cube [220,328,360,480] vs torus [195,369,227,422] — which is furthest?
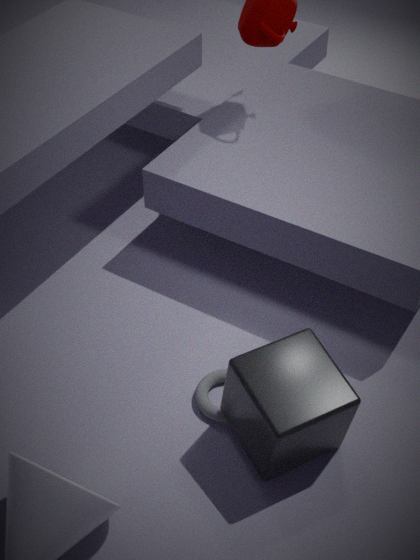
torus [195,369,227,422]
